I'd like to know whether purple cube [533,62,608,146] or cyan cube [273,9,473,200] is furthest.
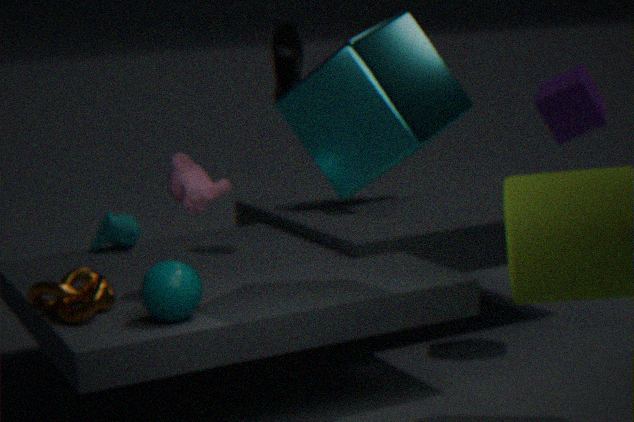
purple cube [533,62,608,146]
